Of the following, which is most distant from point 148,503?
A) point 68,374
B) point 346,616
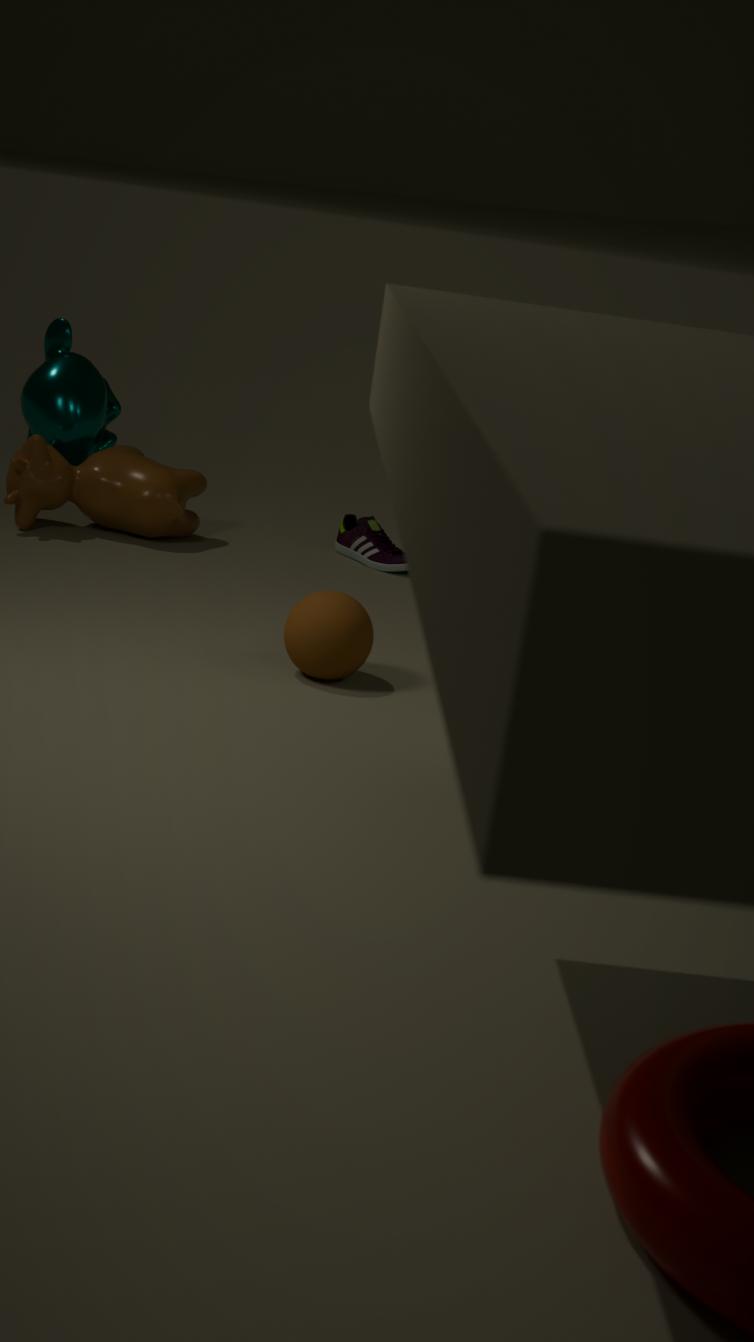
point 346,616
